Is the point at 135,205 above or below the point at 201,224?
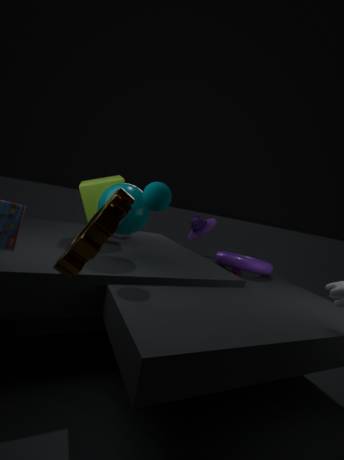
above
